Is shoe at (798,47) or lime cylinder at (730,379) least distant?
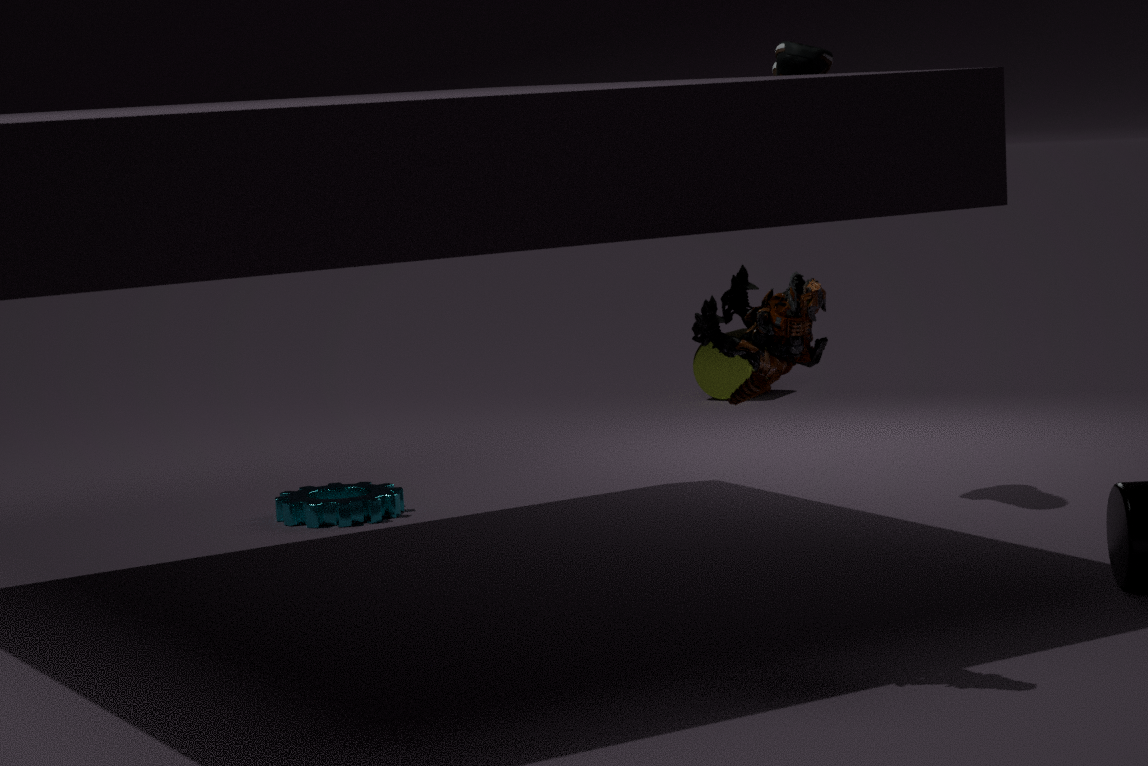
shoe at (798,47)
